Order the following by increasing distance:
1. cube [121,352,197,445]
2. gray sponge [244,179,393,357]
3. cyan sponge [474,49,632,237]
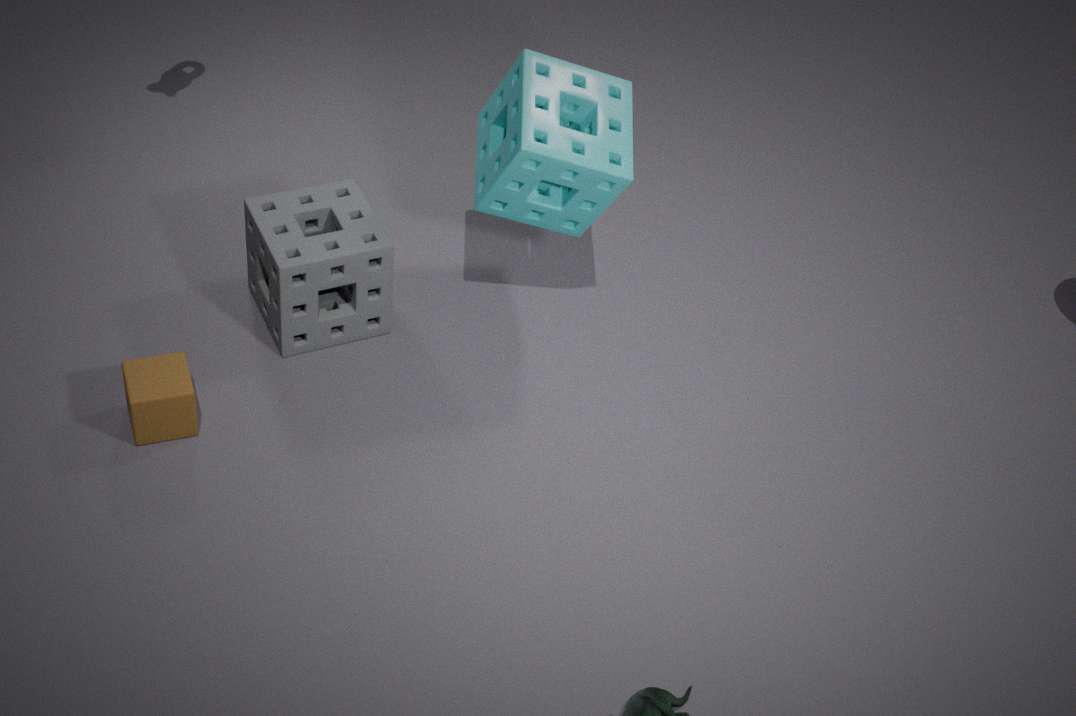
cube [121,352,197,445]
cyan sponge [474,49,632,237]
gray sponge [244,179,393,357]
